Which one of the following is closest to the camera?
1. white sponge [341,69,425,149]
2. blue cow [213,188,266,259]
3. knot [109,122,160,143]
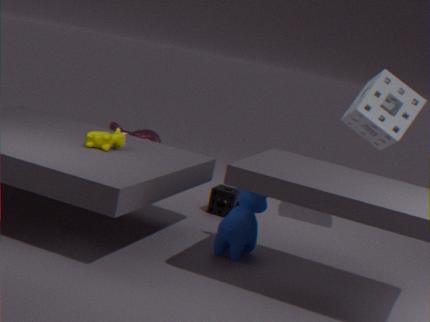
blue cow [213,188,266,259]
